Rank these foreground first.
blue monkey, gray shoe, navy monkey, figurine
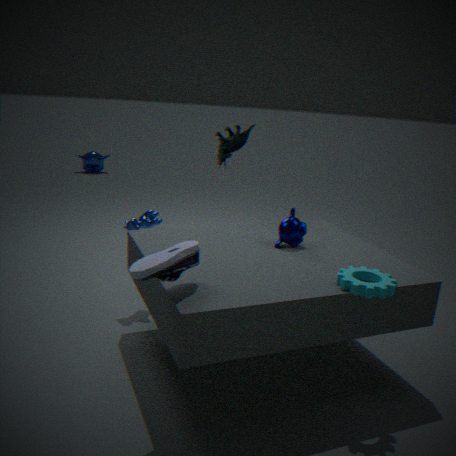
1. gray shoe
2. navy monkey
3. figurine
4. blue monkey
